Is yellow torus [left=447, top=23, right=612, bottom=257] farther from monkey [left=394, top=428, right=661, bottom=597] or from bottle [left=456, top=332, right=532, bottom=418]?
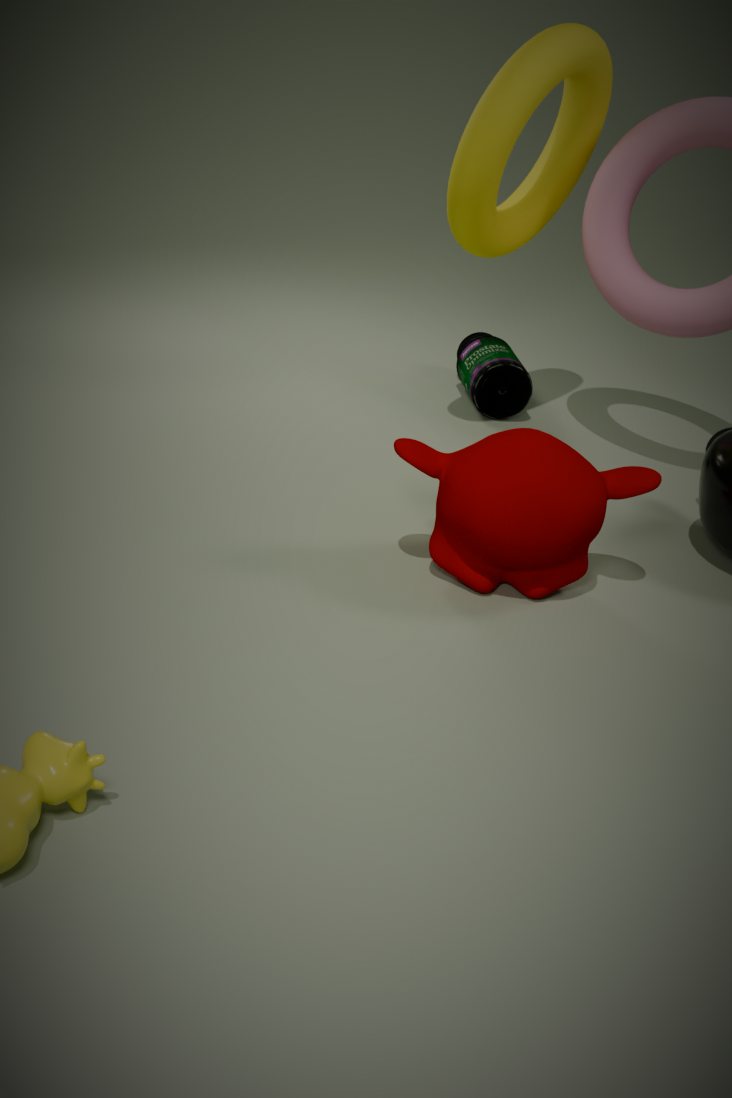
monkey [left=394, top=428, right=661, bottom=597]
